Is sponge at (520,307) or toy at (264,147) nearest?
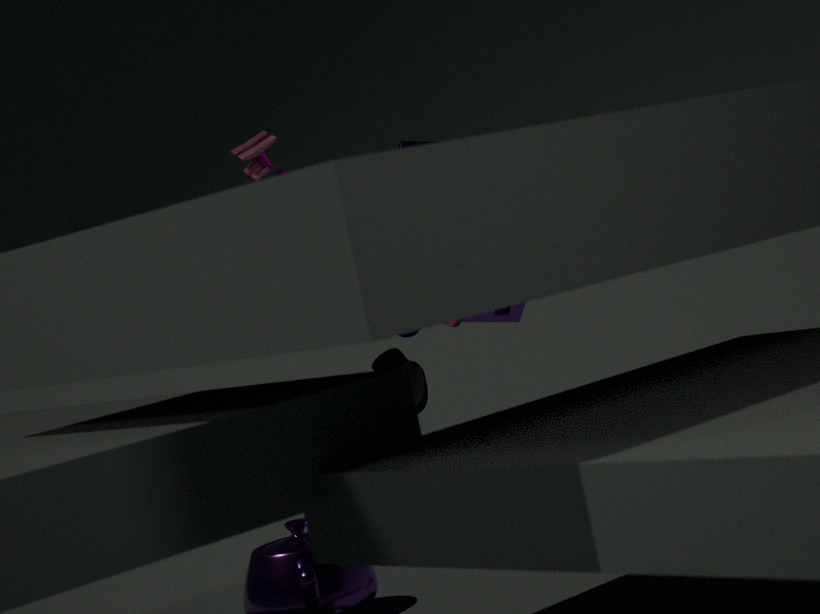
toy at (264,147)
